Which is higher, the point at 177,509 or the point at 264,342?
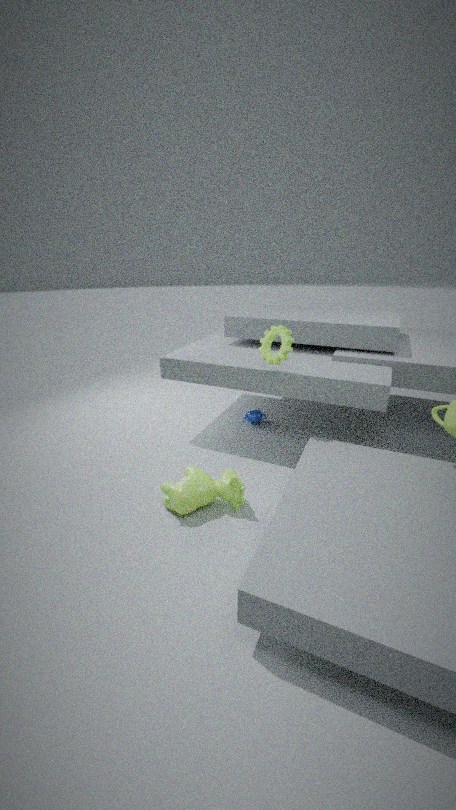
the point at 264,342
